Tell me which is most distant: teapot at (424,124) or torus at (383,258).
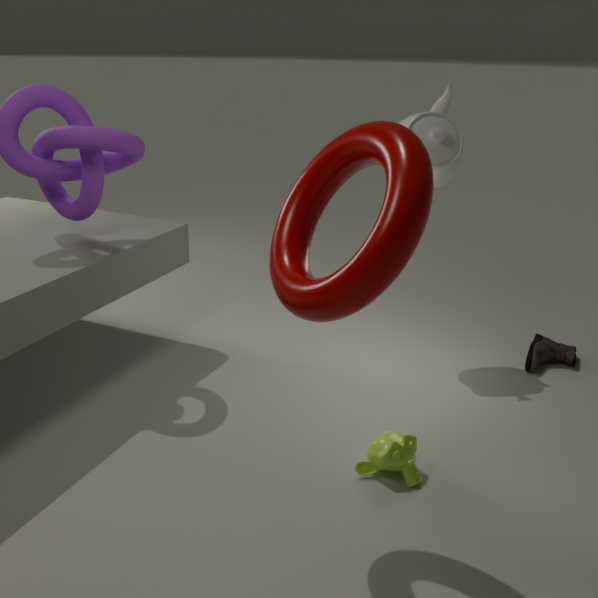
teapot at (424,124)
